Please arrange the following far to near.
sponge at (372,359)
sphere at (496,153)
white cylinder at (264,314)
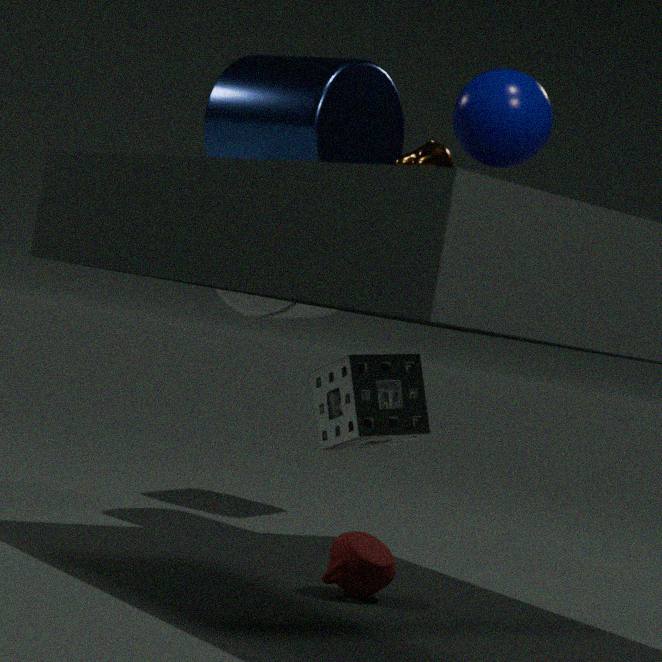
white cylinder at (264,314)
sponge at (372,359)
sphere at (496,153)
